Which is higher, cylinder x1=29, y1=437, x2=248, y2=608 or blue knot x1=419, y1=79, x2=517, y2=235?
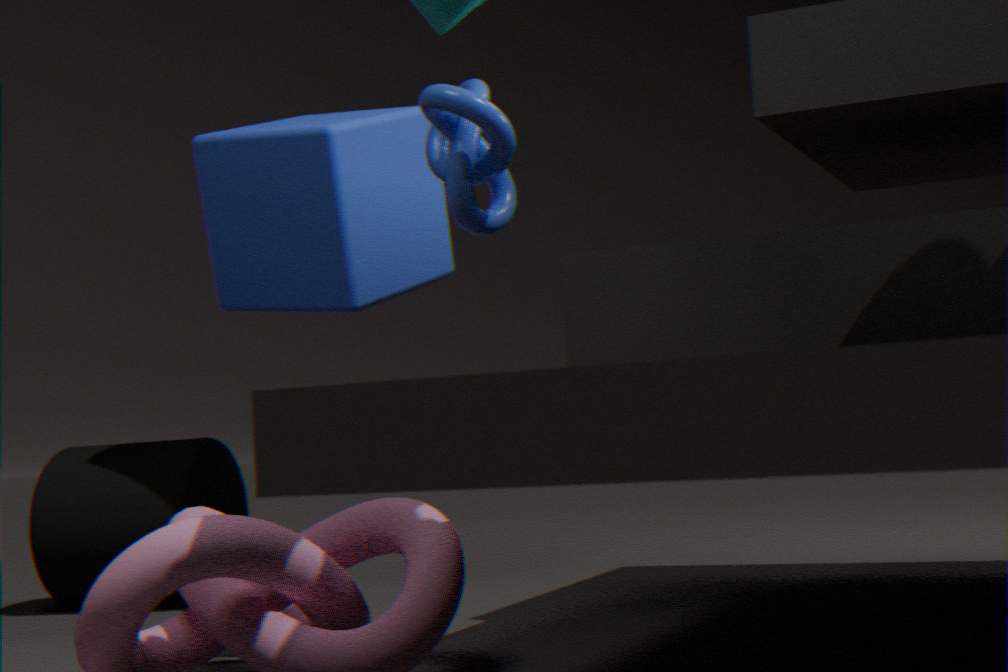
blue knot x1=419, y1=79, x2=517, y2=235
